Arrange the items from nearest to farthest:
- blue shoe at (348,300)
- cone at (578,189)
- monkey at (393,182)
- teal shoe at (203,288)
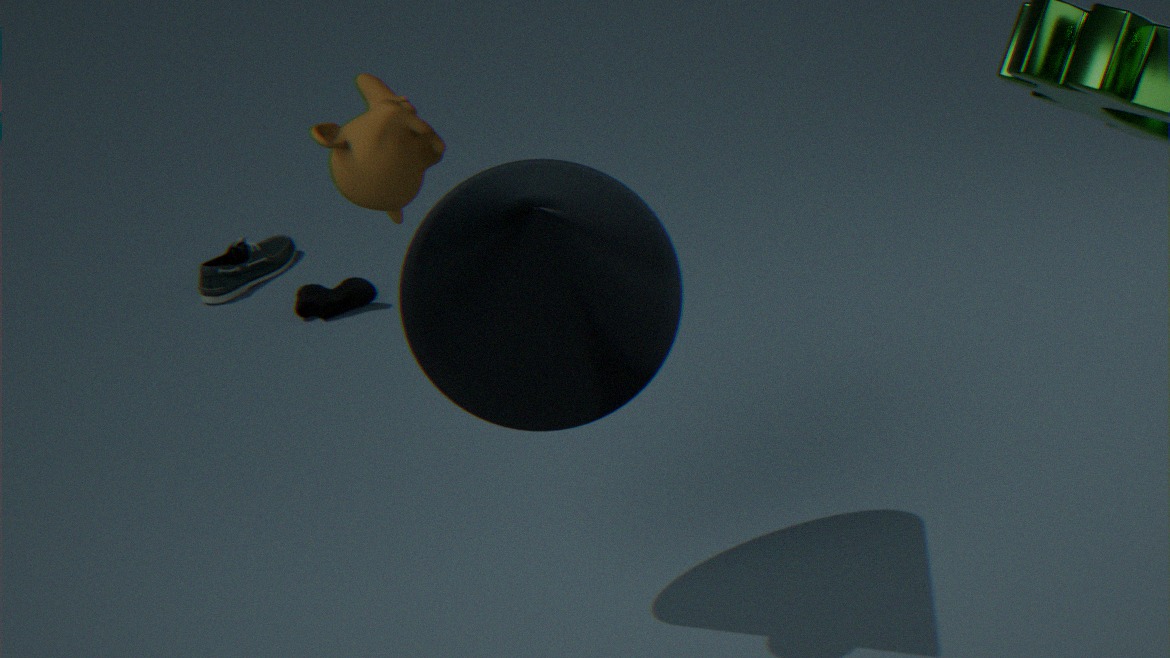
monkey at (393,182) < cone at (578,189) < blue shoe at (348,300) < teal shoe at (203,288)
